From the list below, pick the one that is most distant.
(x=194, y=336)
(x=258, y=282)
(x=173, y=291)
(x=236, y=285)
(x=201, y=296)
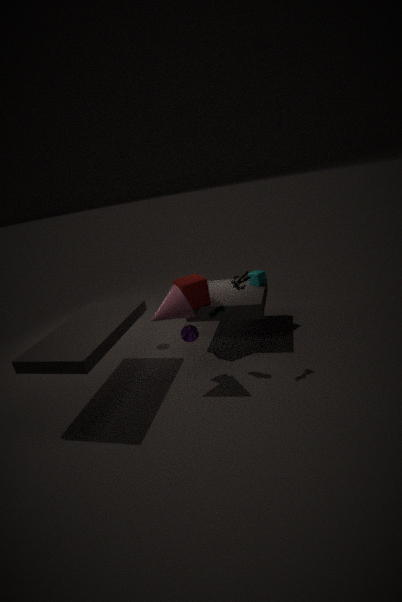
(x=258, y=282)
